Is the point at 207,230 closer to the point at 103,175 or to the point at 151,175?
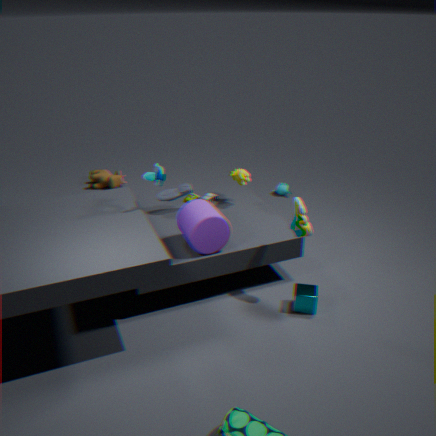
the point at 151,175
